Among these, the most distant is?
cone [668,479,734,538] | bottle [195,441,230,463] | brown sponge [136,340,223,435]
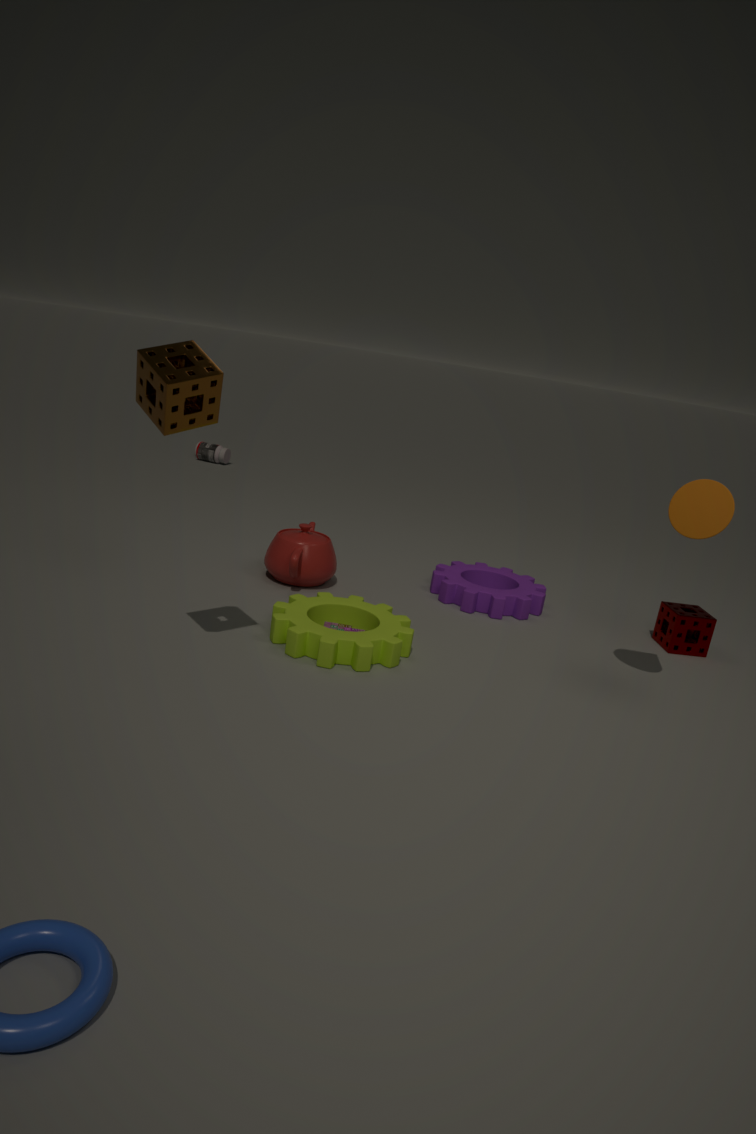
bottle [195,441,230,463]
